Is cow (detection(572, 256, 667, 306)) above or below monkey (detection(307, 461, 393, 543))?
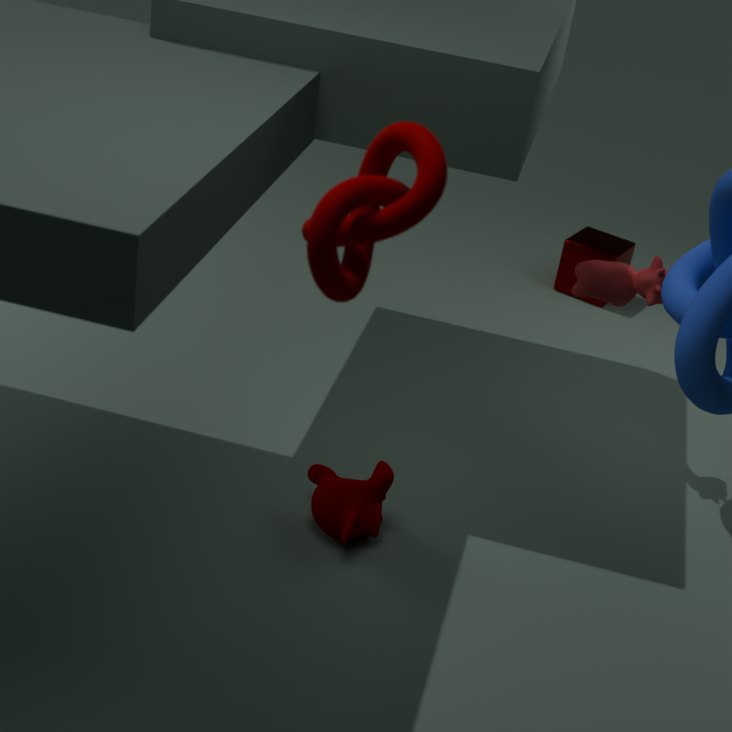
above
